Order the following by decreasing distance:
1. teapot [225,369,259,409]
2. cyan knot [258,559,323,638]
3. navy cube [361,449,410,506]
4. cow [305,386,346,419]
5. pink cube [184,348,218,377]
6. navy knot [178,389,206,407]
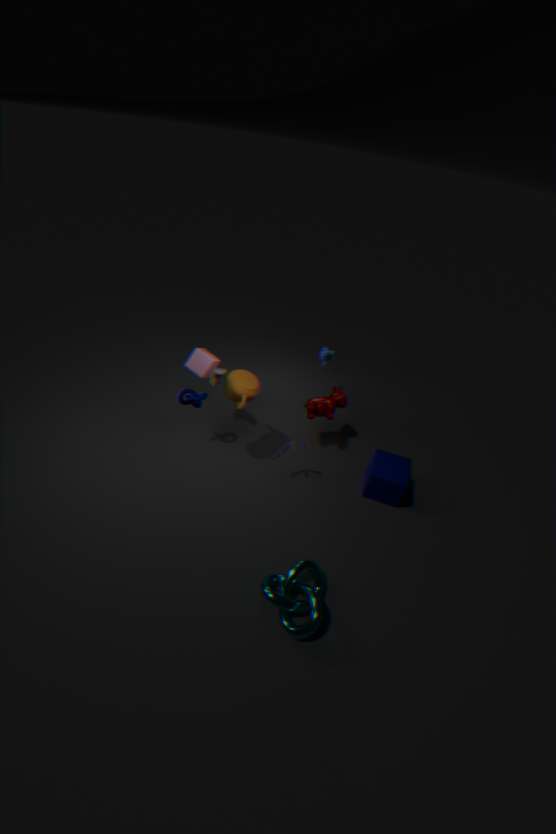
cow [305,386,346,419], navy knot [178,389,206,407], navy cube [361,449,410,506], teapot [225,369,259,409], pink cube [184,348,218,377], cyan knot [258,559,323,638]
